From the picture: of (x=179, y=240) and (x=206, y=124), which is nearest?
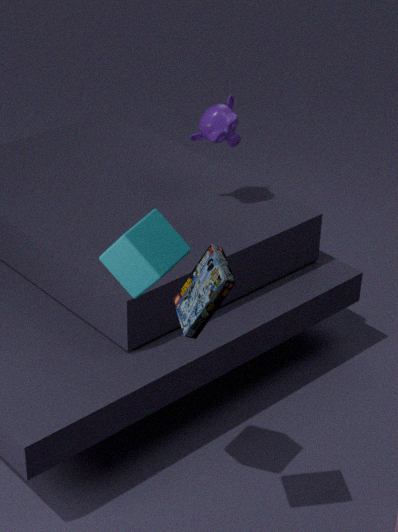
(x=179, y=240)
